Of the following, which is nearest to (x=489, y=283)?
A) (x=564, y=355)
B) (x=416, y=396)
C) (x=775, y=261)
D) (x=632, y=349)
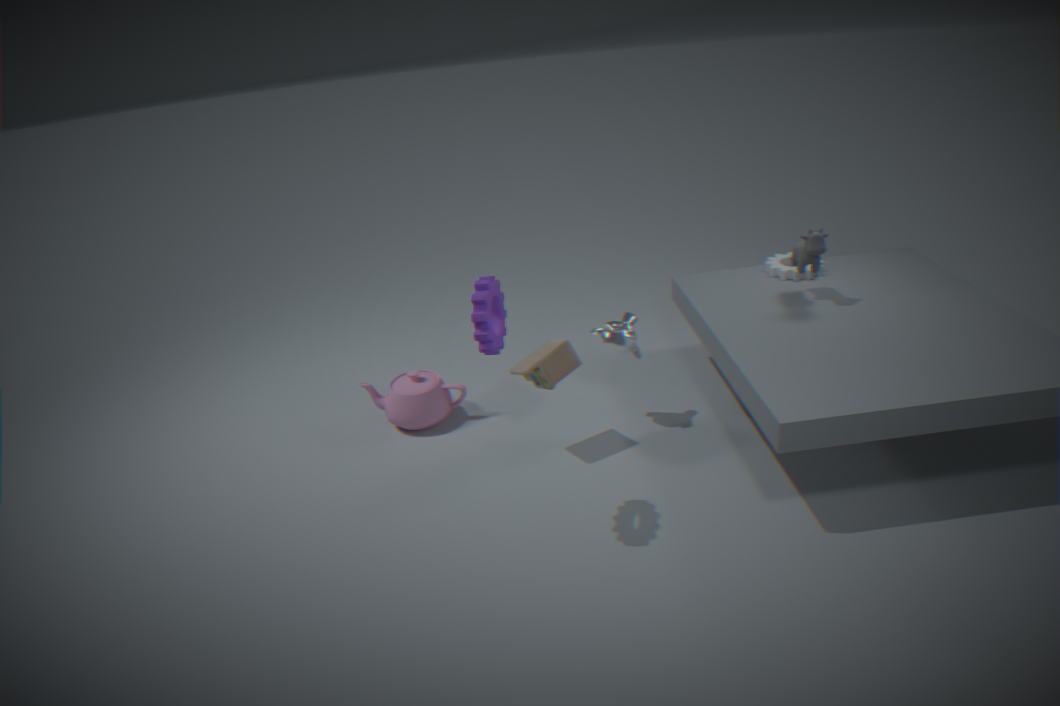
(x=564, y=355)
